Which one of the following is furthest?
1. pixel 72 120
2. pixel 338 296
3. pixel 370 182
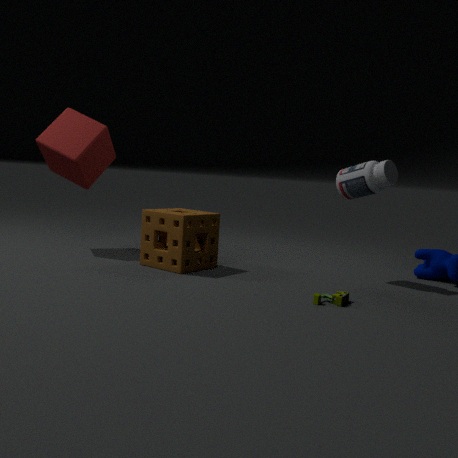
pixel 72 120
